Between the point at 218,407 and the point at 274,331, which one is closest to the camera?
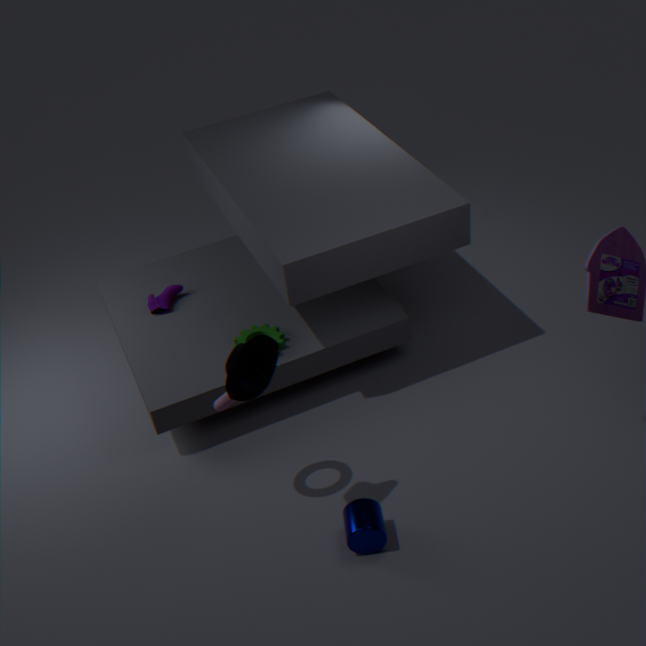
the point at 218,407
